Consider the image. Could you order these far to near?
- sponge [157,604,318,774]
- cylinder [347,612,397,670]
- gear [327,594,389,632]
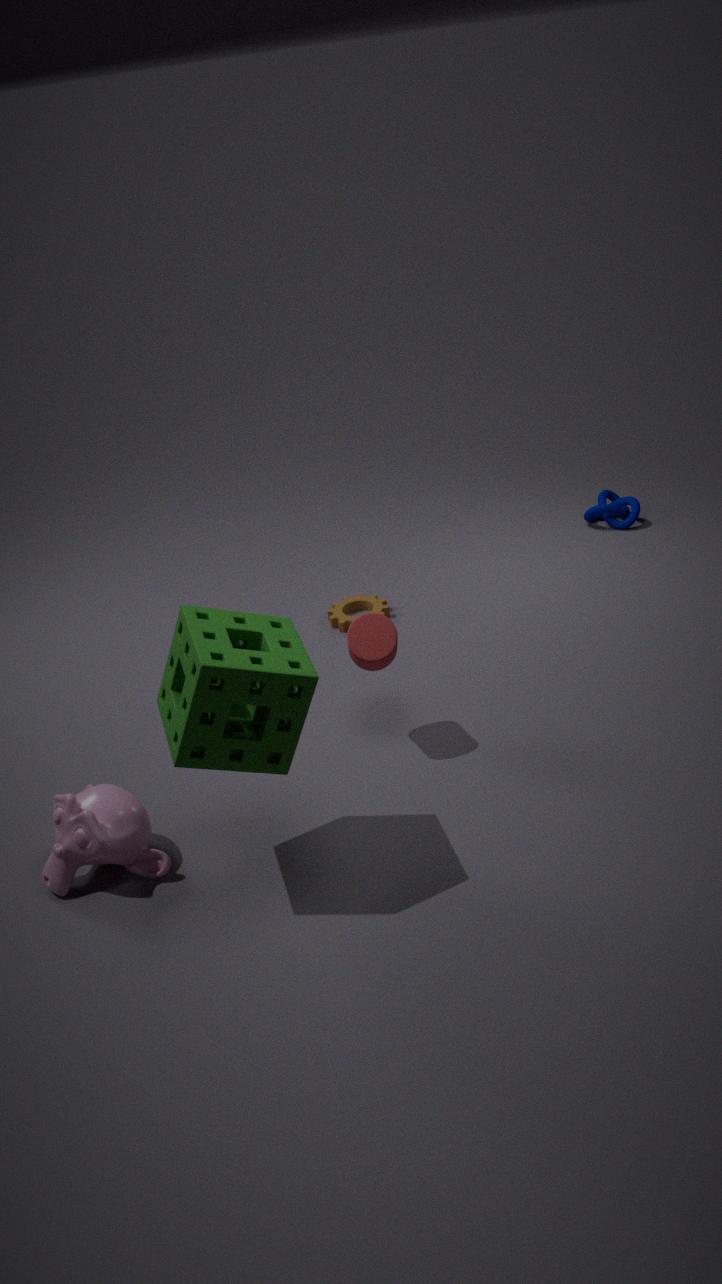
gear [327,594,389,632]
cylinder [347,612,397,670]
sponge [157,604,318,774]
